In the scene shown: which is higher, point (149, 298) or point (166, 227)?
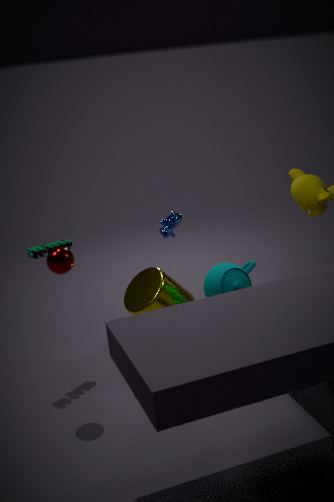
point (166, 227)
